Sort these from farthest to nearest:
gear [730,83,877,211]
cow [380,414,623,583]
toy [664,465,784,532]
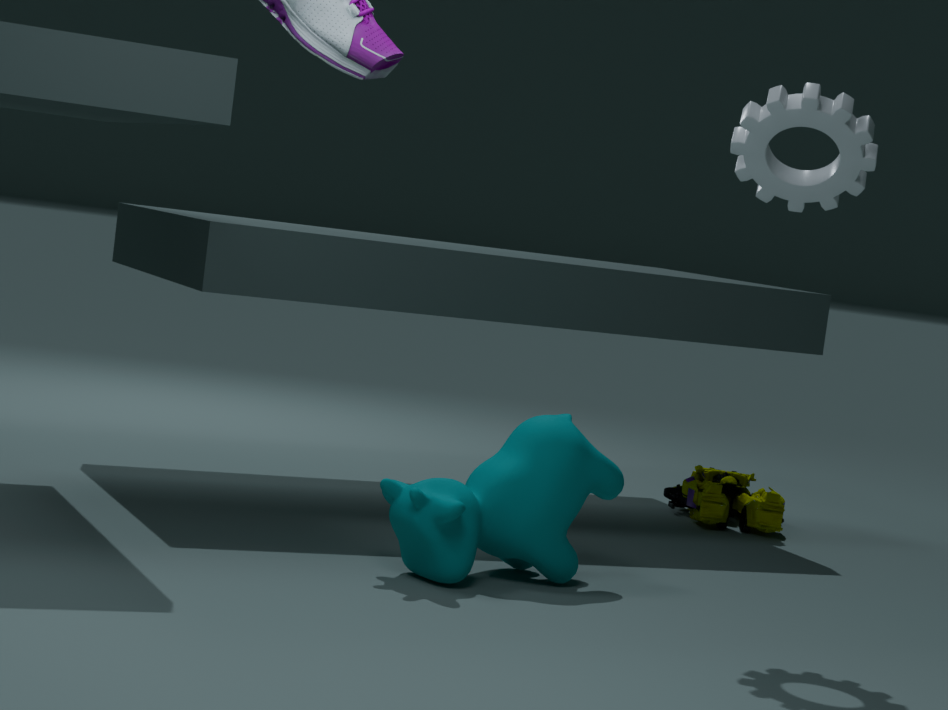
toy [664,465,784,532], cow [380,414,623,583], gear [730,83,877,211]
